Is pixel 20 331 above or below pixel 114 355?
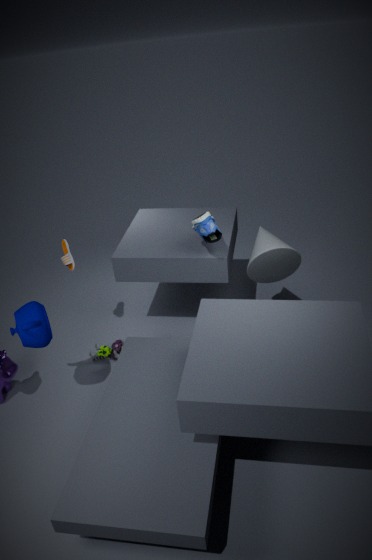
above
